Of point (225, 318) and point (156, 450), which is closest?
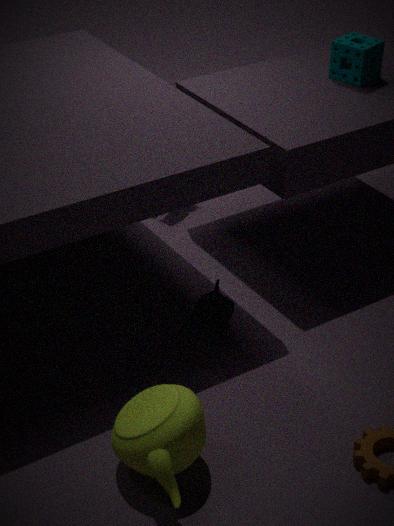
point (156, 450)
